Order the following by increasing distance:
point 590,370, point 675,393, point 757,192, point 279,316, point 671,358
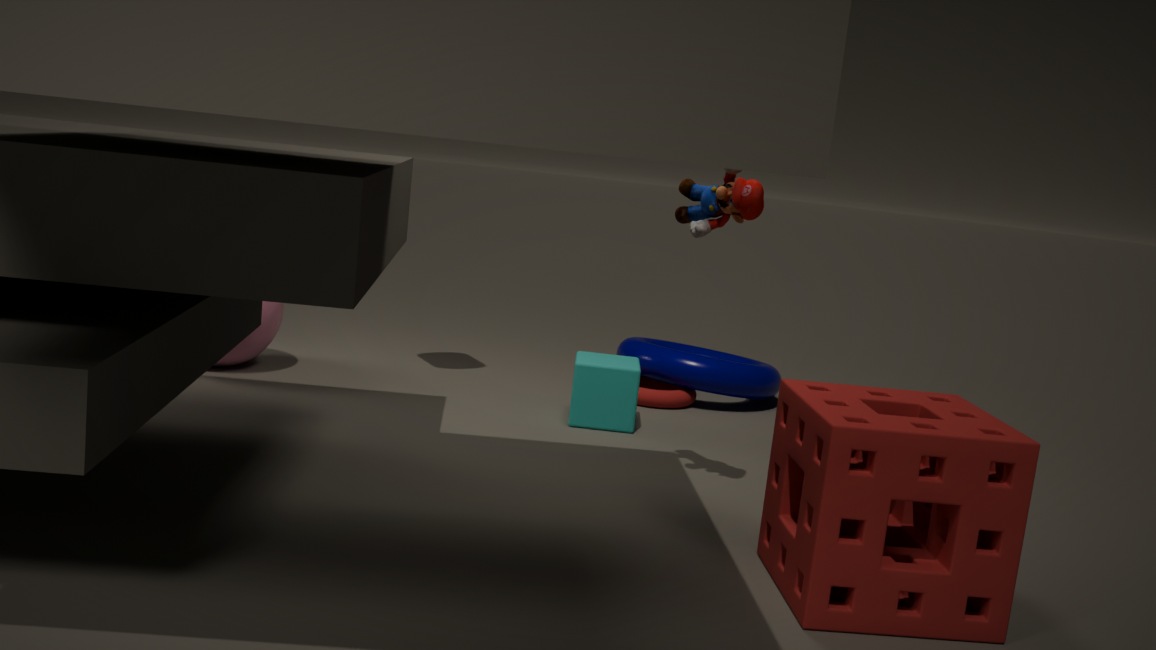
point 757,192 → point 590,370 → point 279,316 → point 675,393 → point 671,358
